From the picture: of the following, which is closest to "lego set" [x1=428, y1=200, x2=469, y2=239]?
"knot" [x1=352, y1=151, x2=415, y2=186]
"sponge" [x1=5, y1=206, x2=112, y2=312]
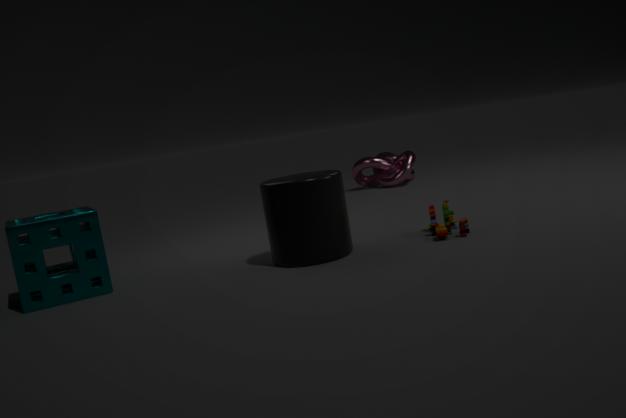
"sponge" [x1=5, y1=206, x2=112, y2=312]
